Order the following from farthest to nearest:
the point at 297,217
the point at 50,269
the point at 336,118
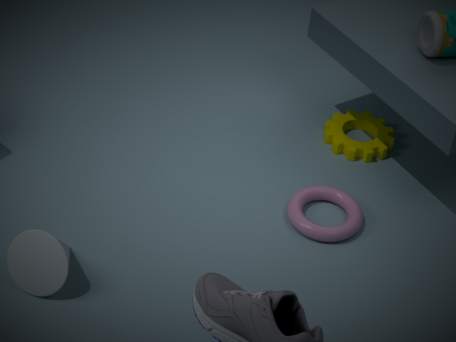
the point at 336,118 < the point at 297,217 < the point at 50,269
